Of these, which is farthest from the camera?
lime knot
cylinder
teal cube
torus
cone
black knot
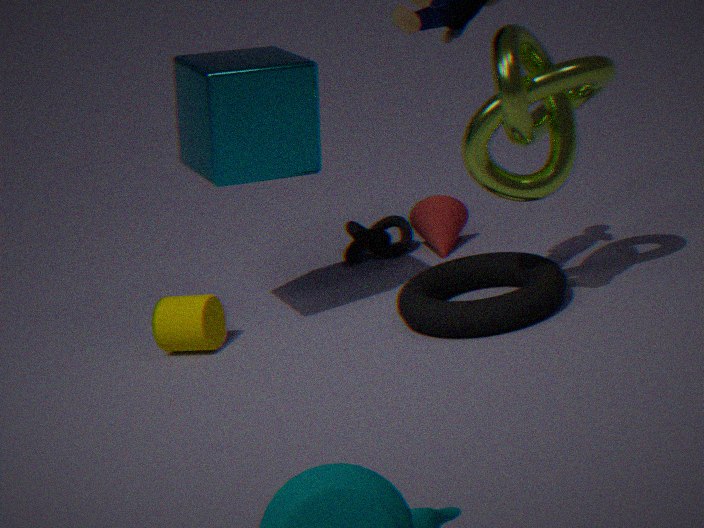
black knot
